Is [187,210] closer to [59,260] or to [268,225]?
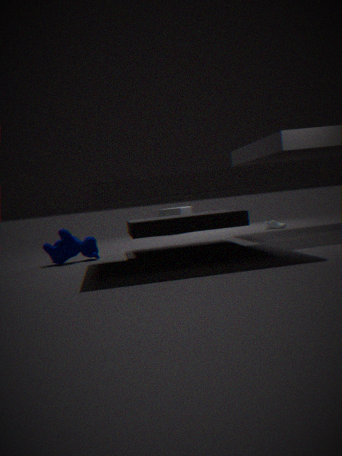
[268,225]
